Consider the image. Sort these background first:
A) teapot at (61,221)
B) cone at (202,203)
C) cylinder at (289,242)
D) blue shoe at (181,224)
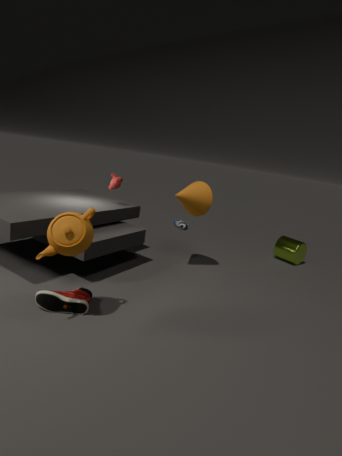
blue shoe at (181,224) → cylinder at (289,242) → cone at (202,203) → teapot at (61,221)
